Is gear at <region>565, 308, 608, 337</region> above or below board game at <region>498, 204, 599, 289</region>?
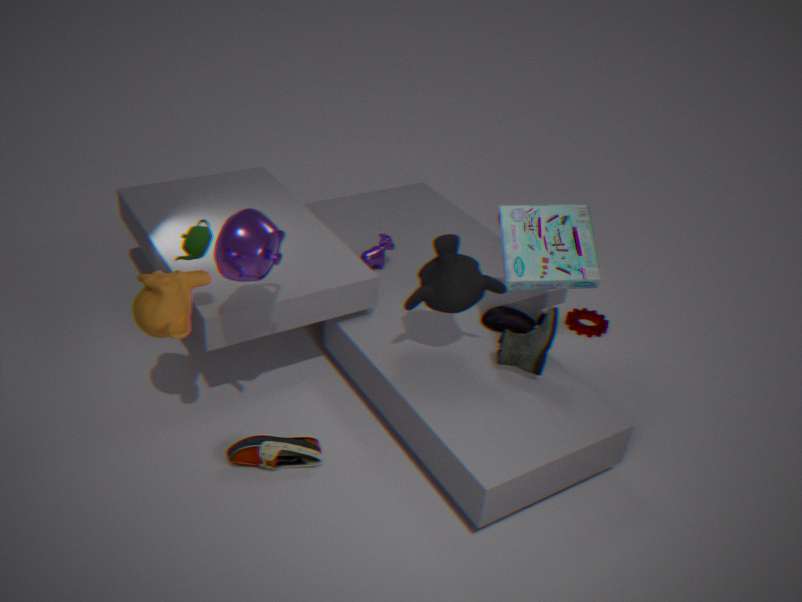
below
